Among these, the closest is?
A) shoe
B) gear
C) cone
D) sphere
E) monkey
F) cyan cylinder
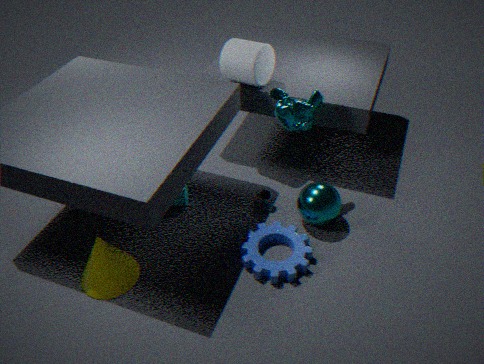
cone
